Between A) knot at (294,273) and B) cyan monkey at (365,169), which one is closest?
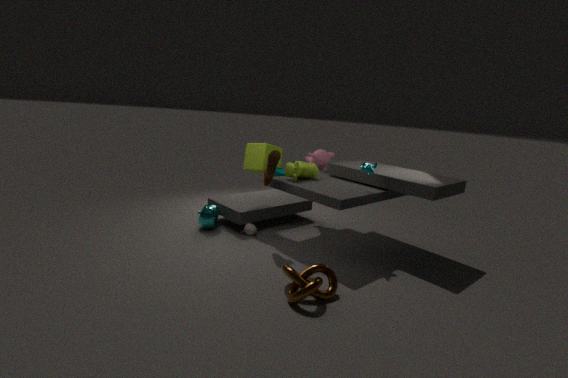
A. knot at (294,273)
